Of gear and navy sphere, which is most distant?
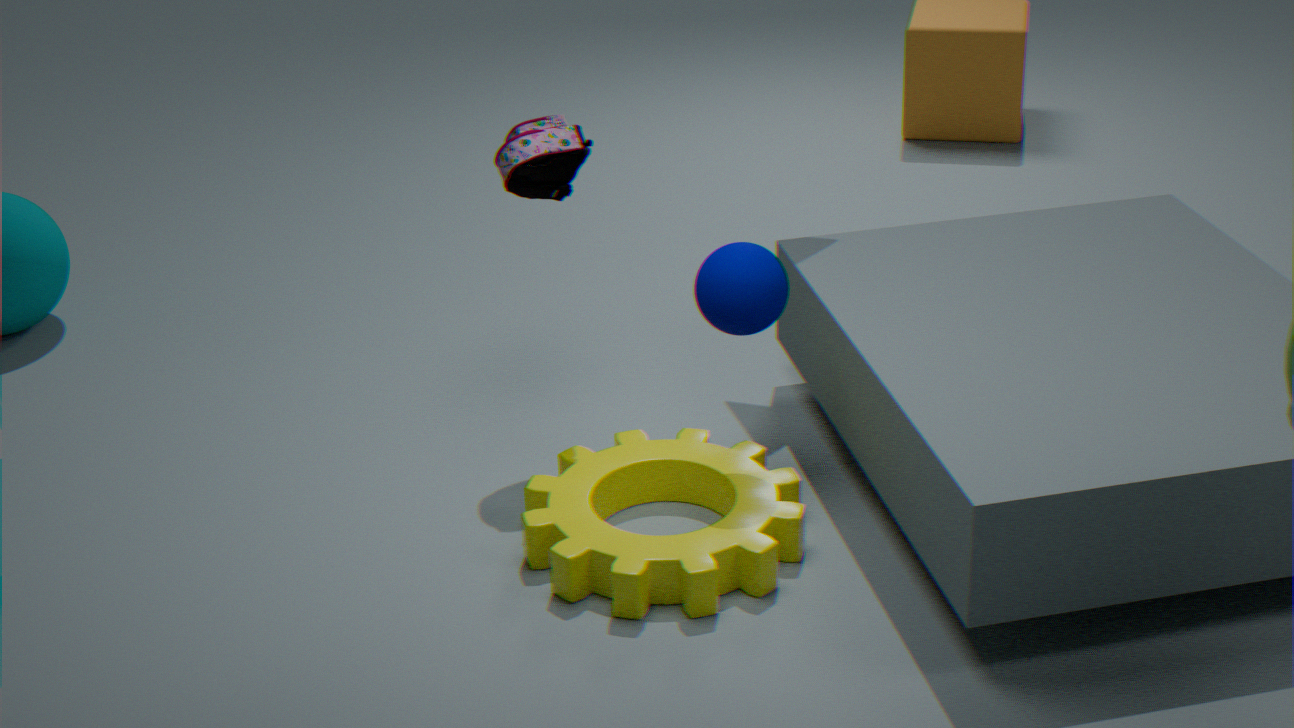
navy sphere
